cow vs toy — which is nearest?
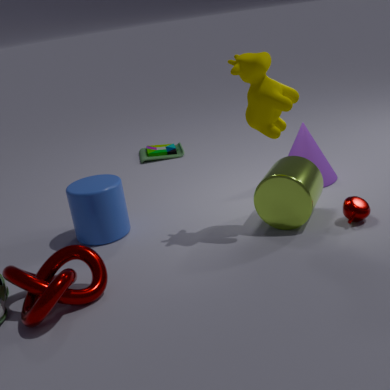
cow
